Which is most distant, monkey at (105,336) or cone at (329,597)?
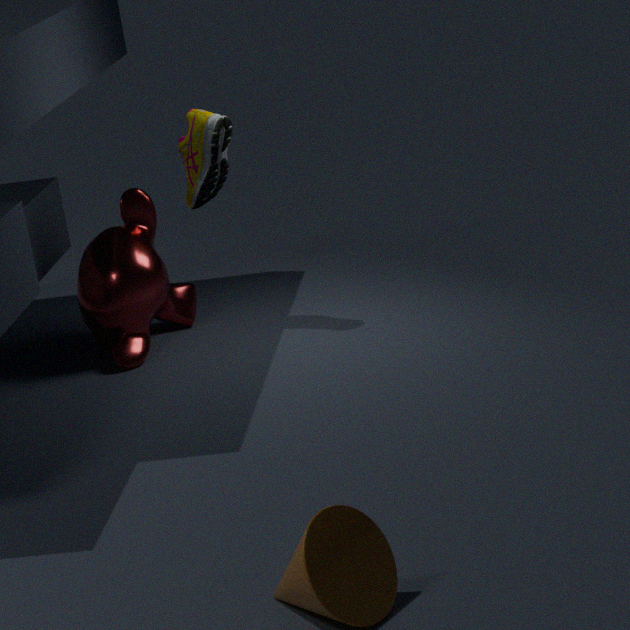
monkey at (105,336)
